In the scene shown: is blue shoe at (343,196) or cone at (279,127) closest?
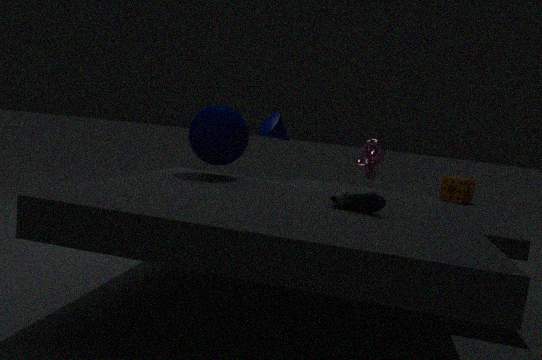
blue shoe at (343,196)
